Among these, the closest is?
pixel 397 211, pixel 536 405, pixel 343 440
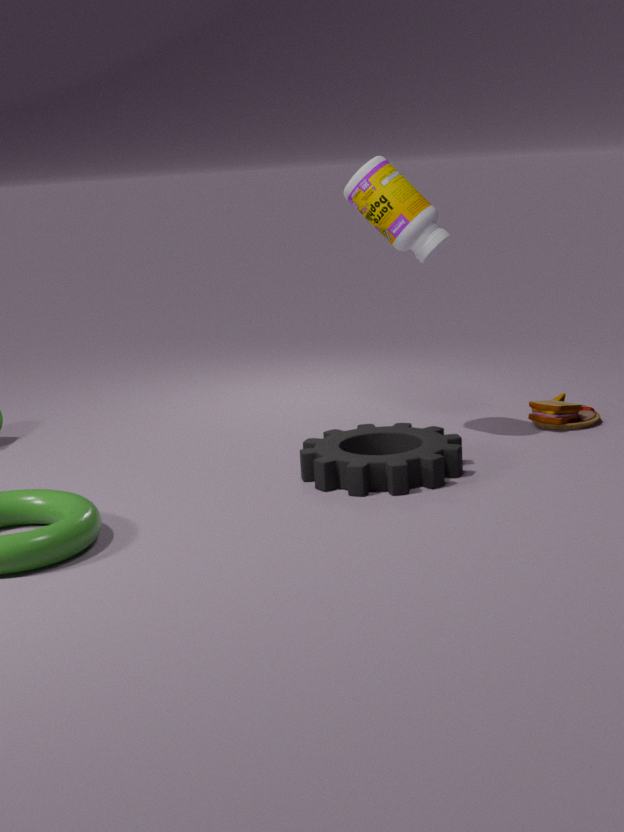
pixel 397 211
